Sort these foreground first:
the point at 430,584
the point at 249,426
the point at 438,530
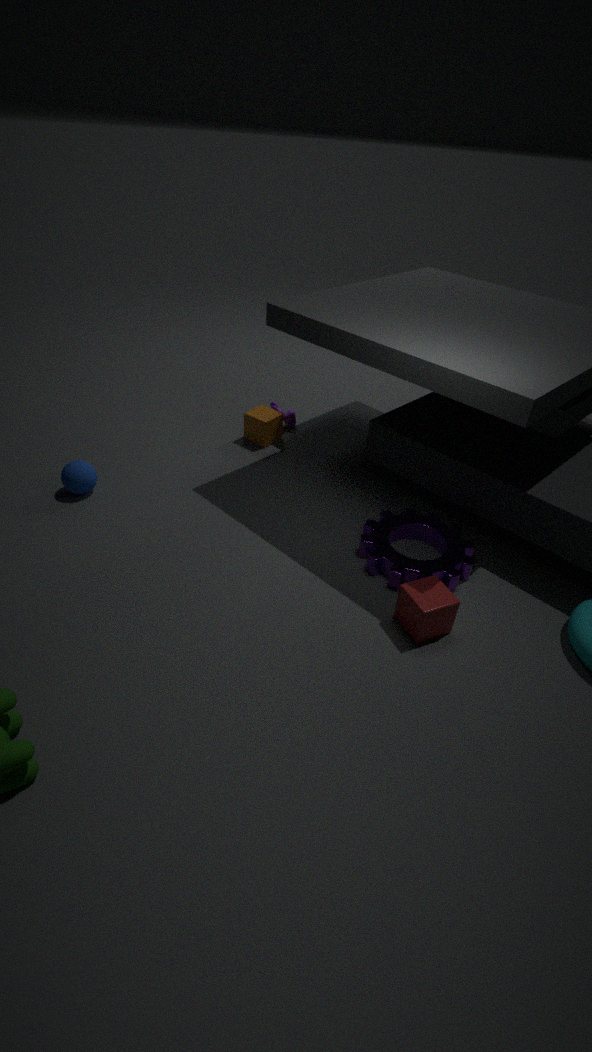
the point at 430,584 → the point at 438,530 → the point at 249,426
